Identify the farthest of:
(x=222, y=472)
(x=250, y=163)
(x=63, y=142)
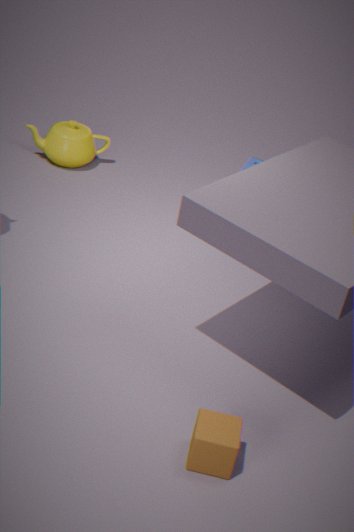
(x=63, y=142)
